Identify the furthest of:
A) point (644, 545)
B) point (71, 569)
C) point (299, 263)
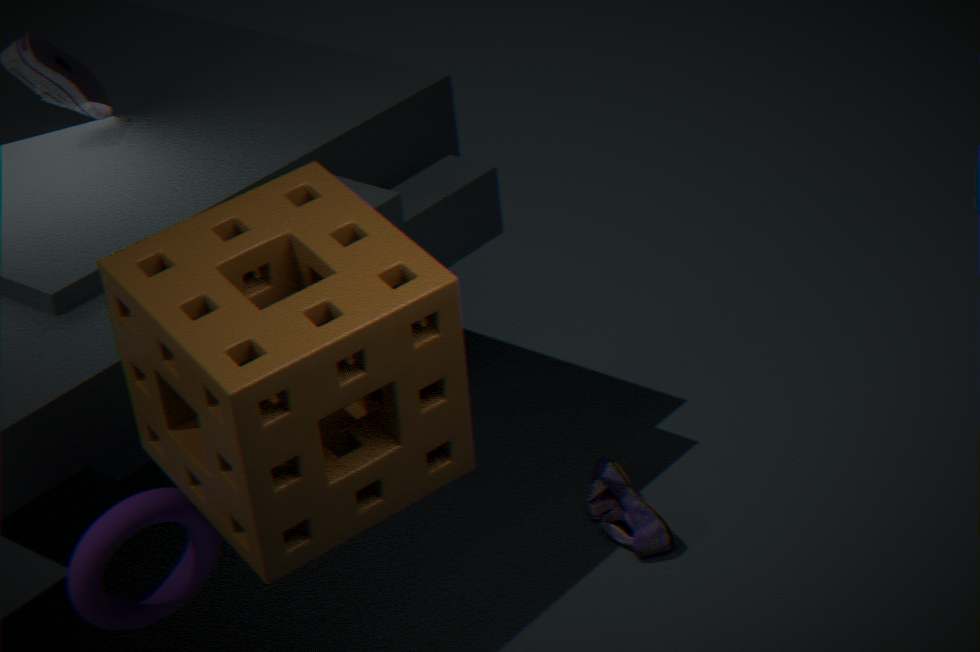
point (644, 545)
